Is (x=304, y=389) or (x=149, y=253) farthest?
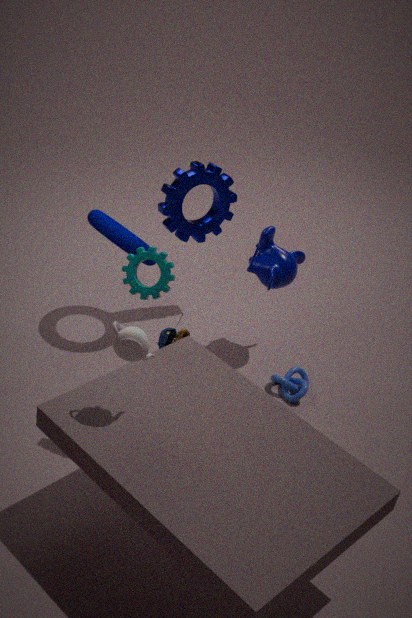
(x=304, y=389)
